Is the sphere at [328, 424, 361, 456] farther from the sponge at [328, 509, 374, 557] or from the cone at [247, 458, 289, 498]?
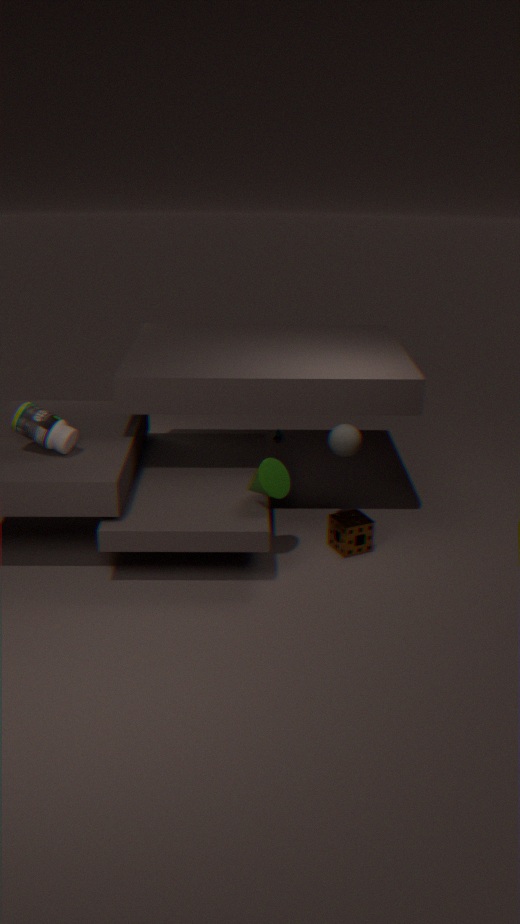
the cone at [247, 458, 289, 498]
